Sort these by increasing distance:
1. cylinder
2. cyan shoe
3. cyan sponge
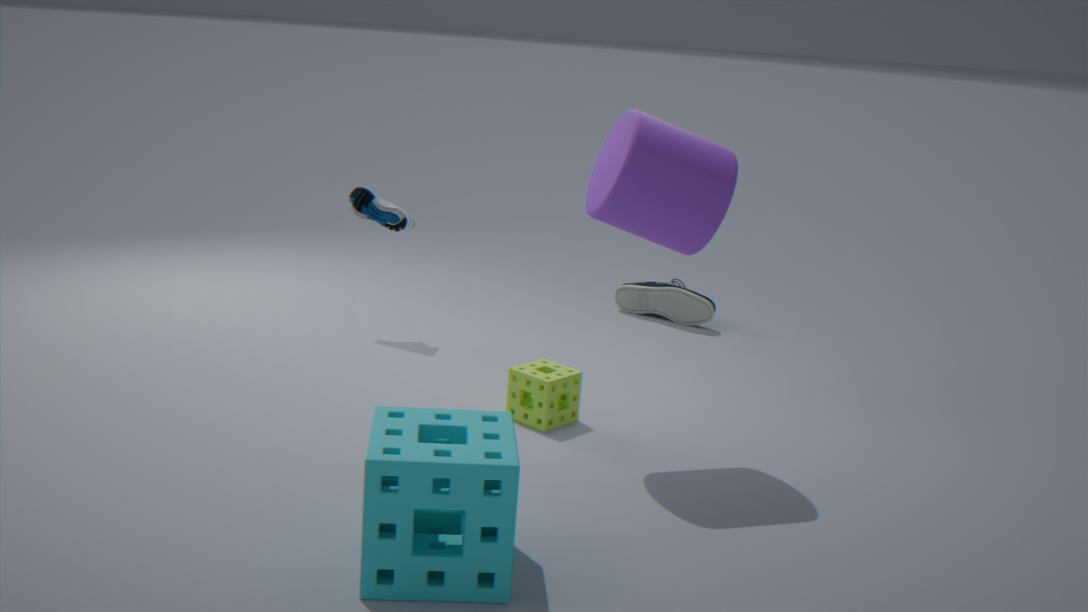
cyan sponge
cylinder
cyan shoe
